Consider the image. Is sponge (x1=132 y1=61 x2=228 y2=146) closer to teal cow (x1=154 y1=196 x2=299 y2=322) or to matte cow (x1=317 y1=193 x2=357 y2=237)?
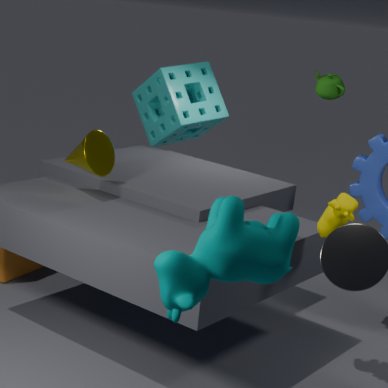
matte cow (x1=317 y1=193 x2=357 y2=237)
